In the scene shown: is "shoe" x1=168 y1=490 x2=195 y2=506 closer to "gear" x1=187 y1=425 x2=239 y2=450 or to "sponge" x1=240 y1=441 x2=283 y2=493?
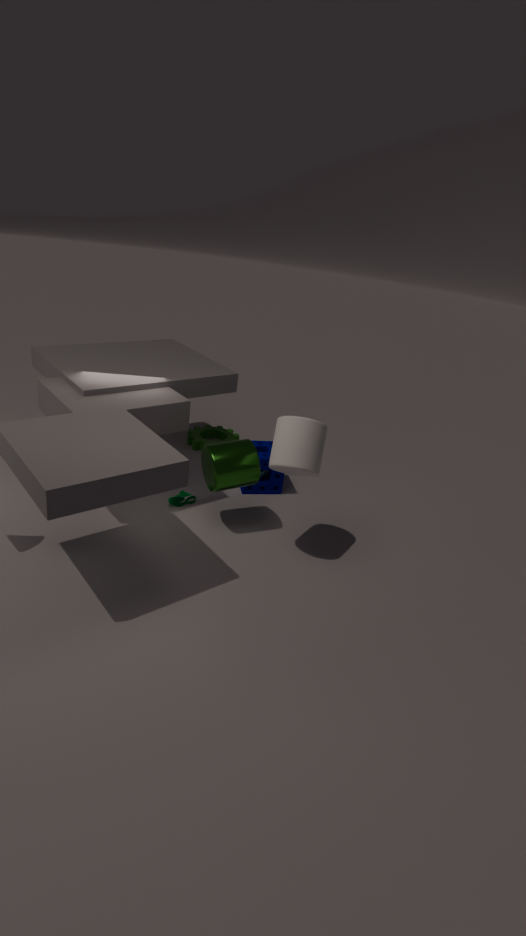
"sponge" x1=240 y1=441 x2=283 y2=493
